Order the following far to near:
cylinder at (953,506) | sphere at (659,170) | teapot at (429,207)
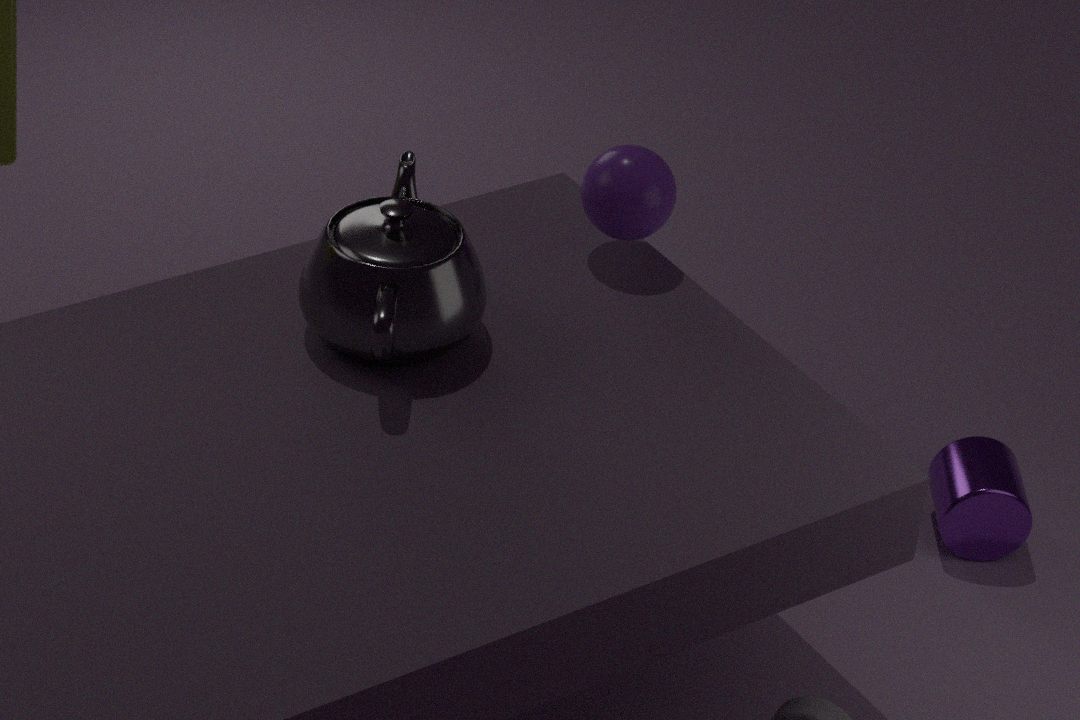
cylinder at (953,506), sphere at (659,170), teapot at (429,207)
